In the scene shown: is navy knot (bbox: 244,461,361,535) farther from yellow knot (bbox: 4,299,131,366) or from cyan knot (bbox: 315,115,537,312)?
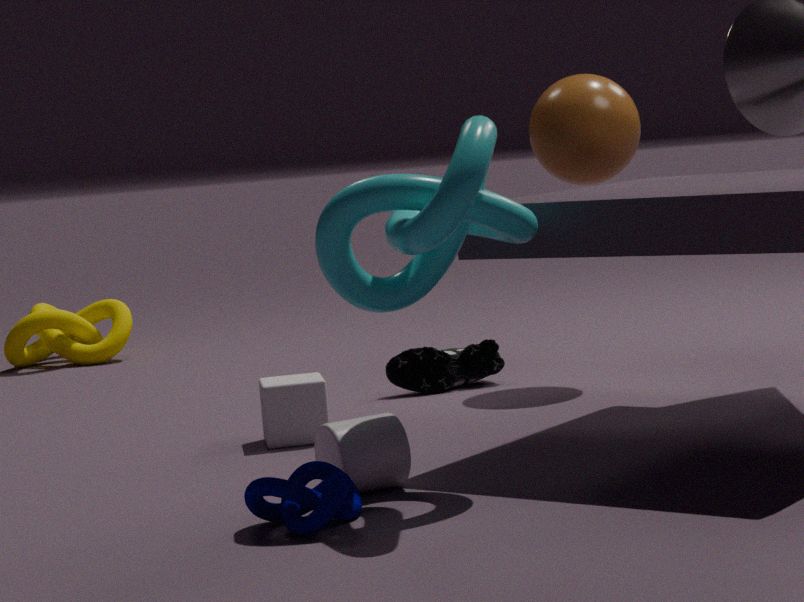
yellow knot (bbox: 4,299,131,366)
